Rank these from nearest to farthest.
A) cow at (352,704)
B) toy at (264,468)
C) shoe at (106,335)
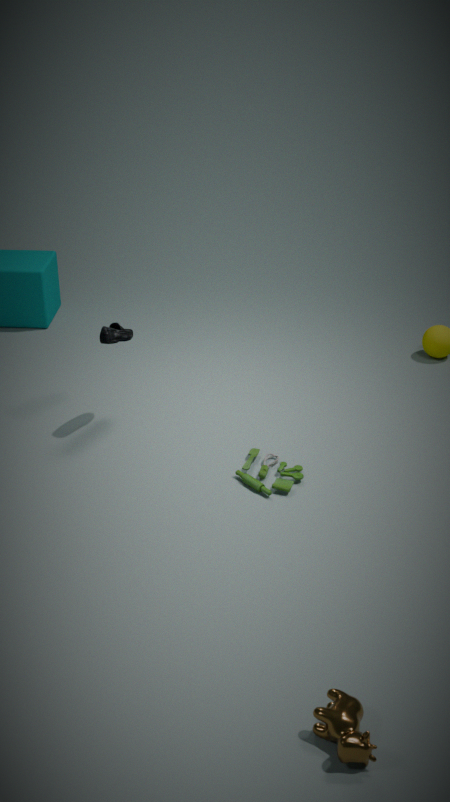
1. cow at (352,704)
2. toy at (264,468)
3. shoe at (106,335)
